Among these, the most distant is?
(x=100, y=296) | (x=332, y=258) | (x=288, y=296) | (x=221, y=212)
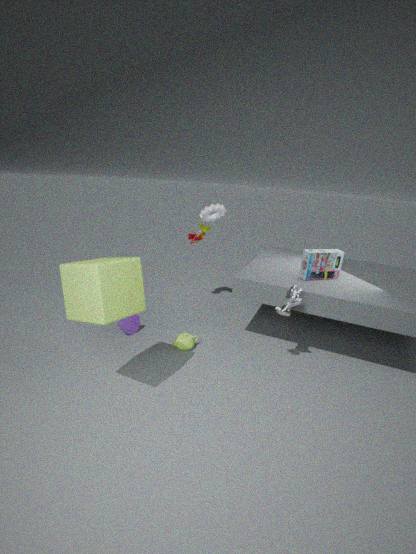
(x=221, y=212)
